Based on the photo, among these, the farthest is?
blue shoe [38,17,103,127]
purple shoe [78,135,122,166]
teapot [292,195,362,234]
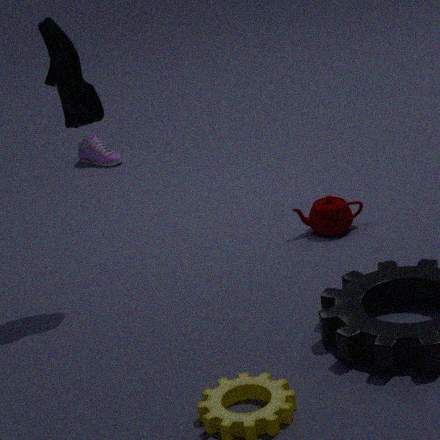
purple shoe [78,135,122,166]
